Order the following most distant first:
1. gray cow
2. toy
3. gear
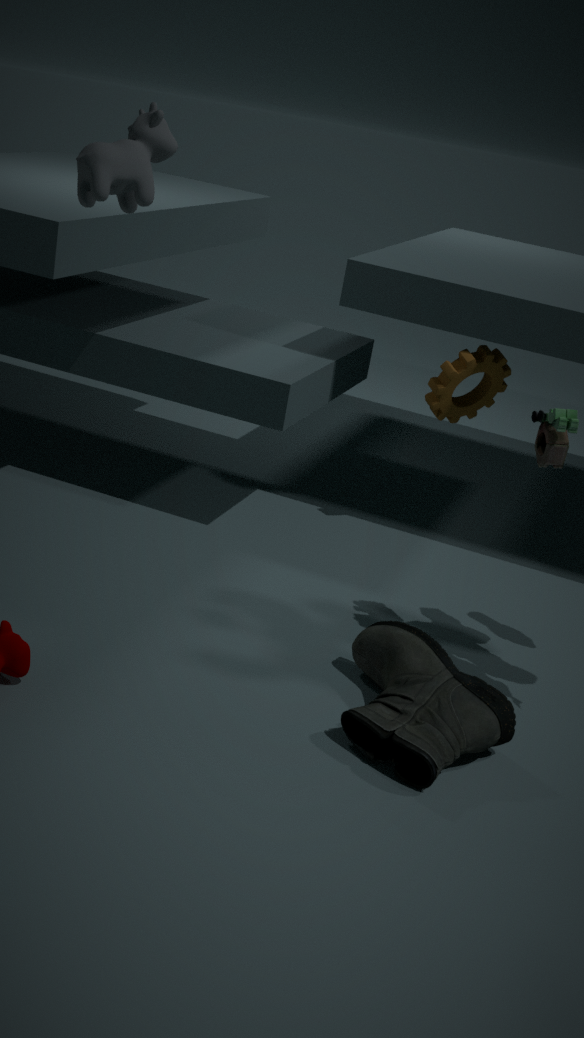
gear → toy → gray cow
